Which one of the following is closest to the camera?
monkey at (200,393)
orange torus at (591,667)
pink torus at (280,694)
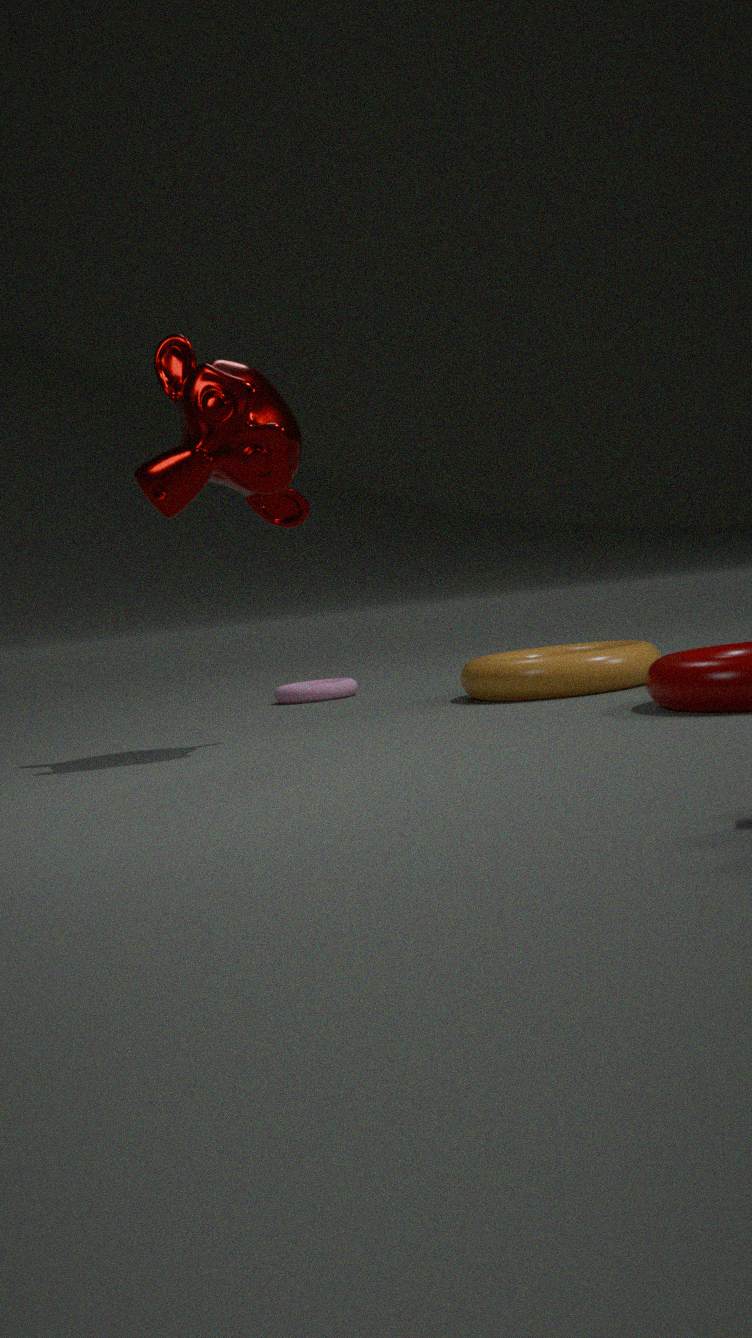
monkey at (200,393)
